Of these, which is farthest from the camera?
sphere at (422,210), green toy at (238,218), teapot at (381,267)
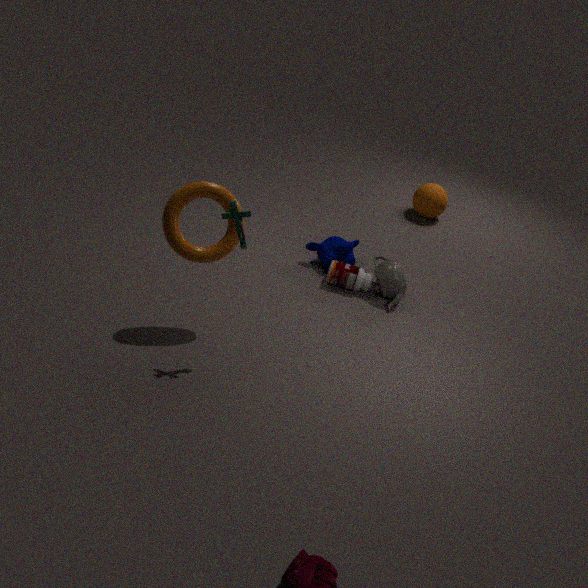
sphere at (422,210)
